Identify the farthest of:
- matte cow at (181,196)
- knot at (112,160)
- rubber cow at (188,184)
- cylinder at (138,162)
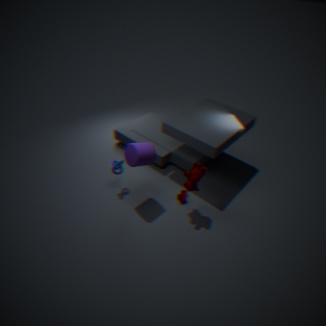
matte cow at (181,196)
